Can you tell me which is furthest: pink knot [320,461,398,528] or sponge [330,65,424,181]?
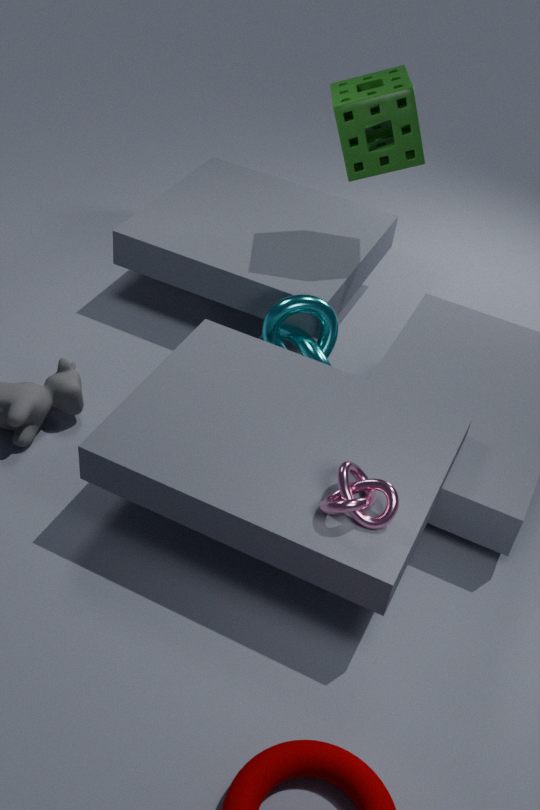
sponge [330,65,424,181]
